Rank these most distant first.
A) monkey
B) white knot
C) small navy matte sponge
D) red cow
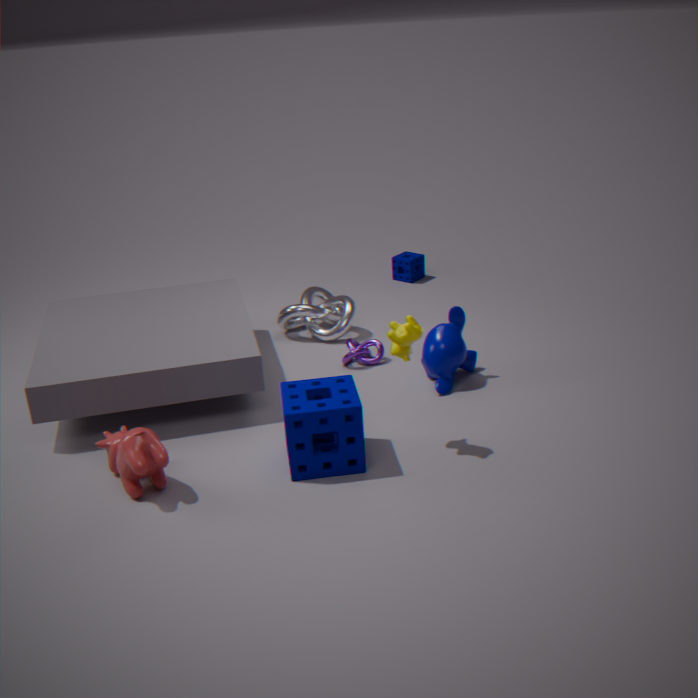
small navy matte sponge
white knot
monkey
red cow
